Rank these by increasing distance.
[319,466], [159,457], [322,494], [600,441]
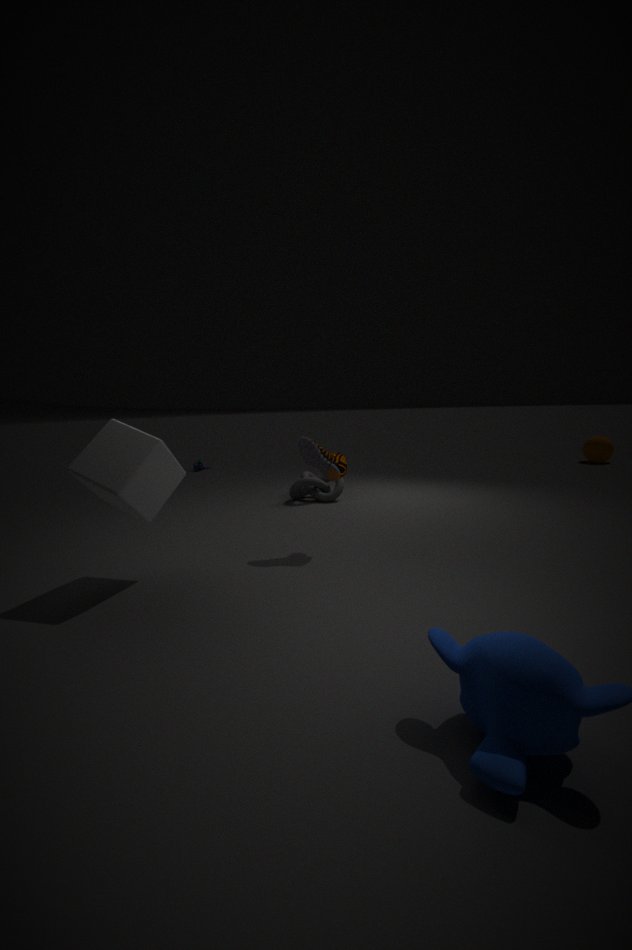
1. [159,457]
2. [319,466]
3. [322,494]
4. [600,441]
